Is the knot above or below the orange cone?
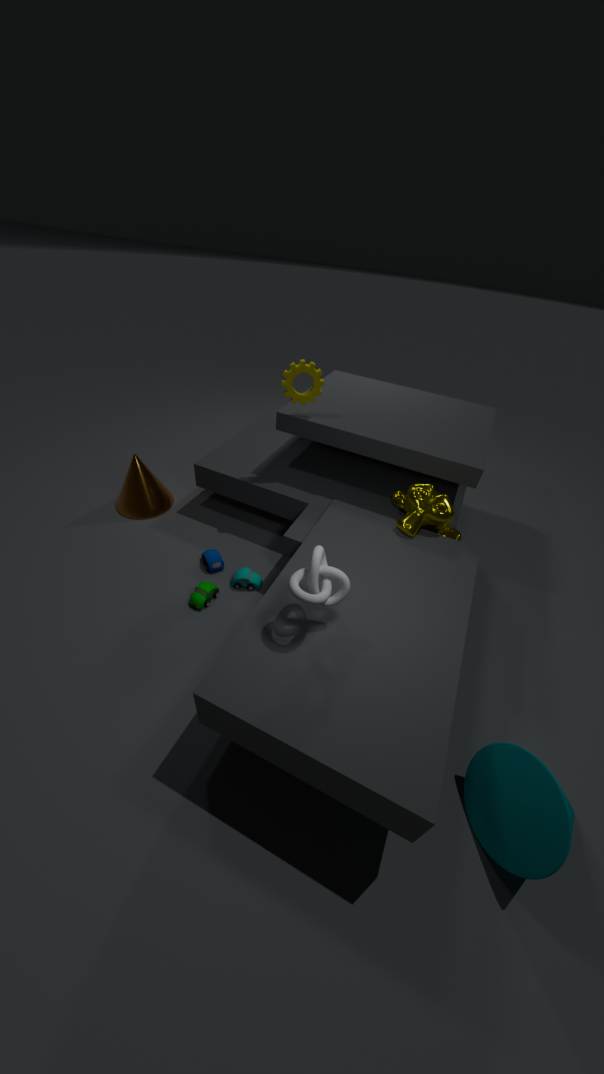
above
